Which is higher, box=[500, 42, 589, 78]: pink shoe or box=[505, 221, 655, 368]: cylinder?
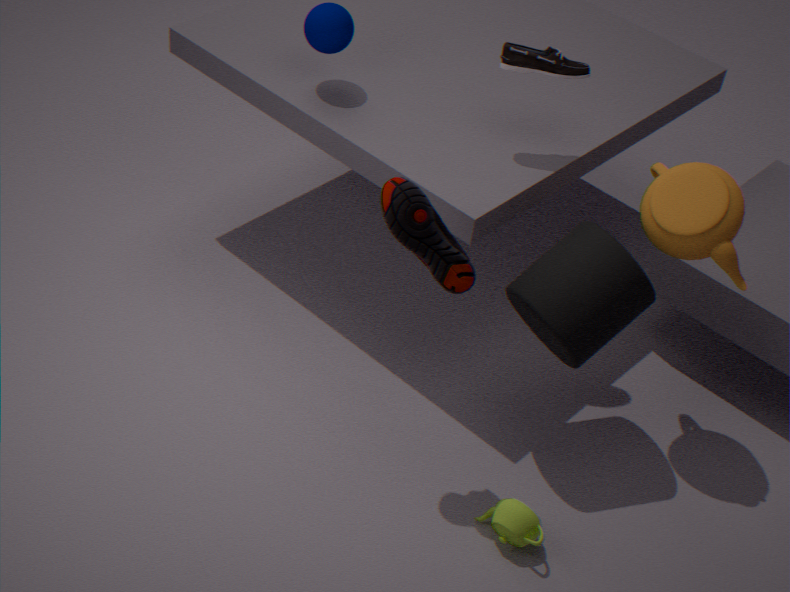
box=[500, 42, 589, 78]: pink shoe
